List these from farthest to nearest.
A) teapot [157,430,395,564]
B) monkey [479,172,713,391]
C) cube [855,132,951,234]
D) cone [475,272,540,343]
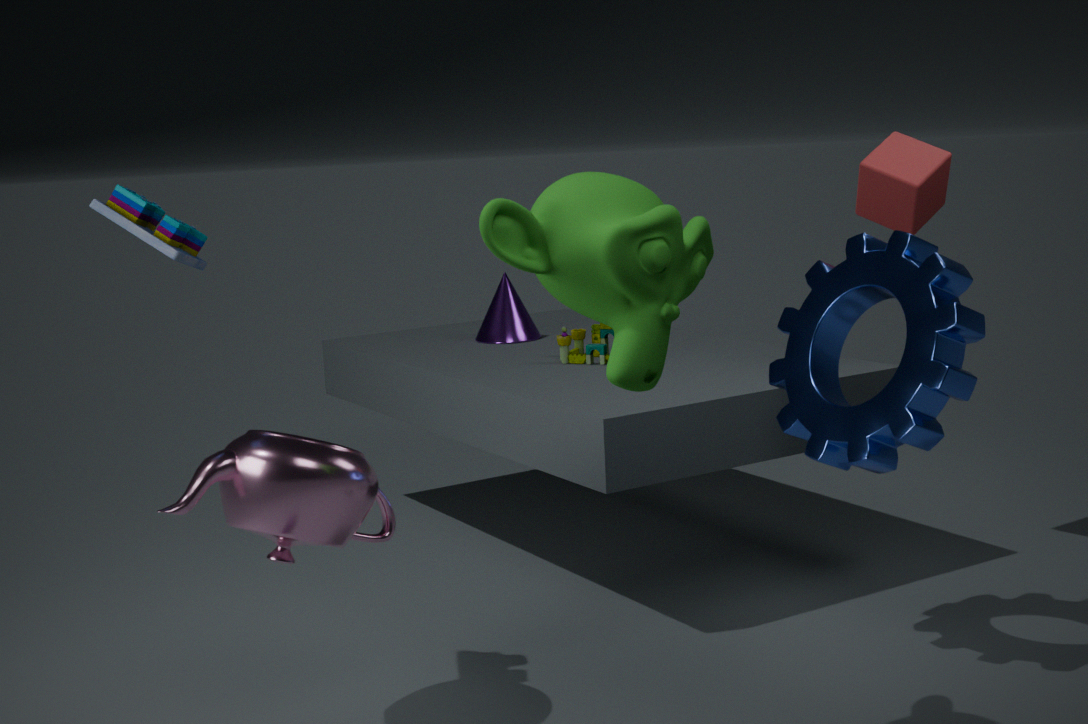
1. D. cone [475,272,540,343]
2. C. cube [855,132,951,234]
3. A. teapot [157,430,395,564]
4. B. monkey [479,172,713,391]
